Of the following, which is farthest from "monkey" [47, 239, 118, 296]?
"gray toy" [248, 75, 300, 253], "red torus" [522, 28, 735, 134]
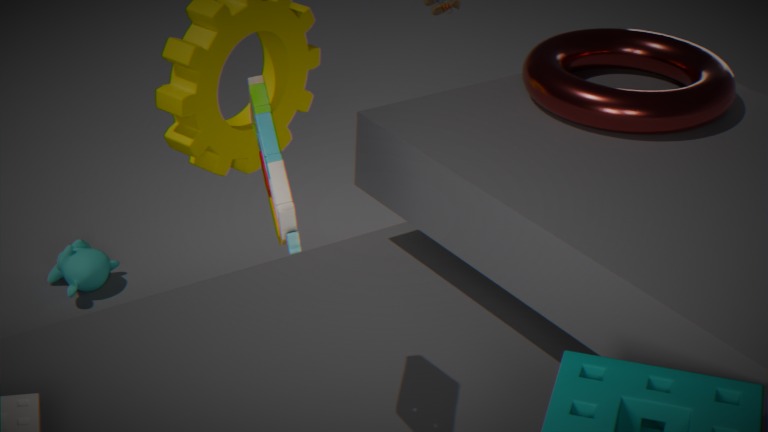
"gray toy" [248, 75, 300, 253]
